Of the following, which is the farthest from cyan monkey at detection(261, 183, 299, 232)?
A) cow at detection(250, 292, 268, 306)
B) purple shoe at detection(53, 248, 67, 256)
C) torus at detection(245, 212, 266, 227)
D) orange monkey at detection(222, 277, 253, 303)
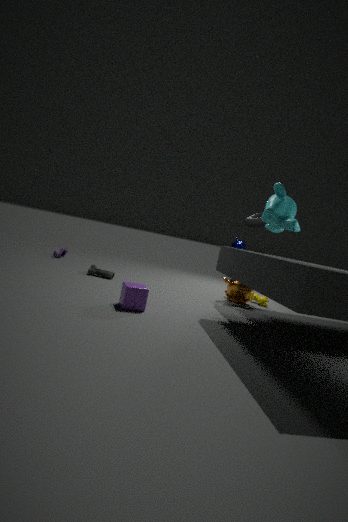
purple shoe at detection(53, 248, 67, 256)
